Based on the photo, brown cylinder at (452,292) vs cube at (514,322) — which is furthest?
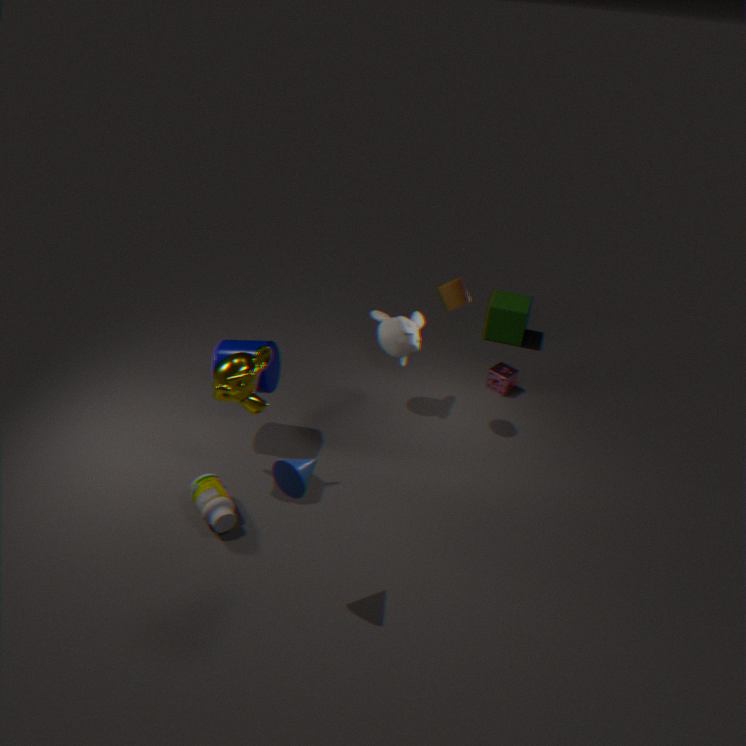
cube at (514,322)
